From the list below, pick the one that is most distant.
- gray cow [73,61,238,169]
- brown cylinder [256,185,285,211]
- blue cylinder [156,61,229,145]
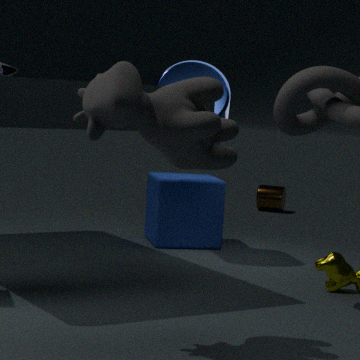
brown cylinder [256,185,285,211]
